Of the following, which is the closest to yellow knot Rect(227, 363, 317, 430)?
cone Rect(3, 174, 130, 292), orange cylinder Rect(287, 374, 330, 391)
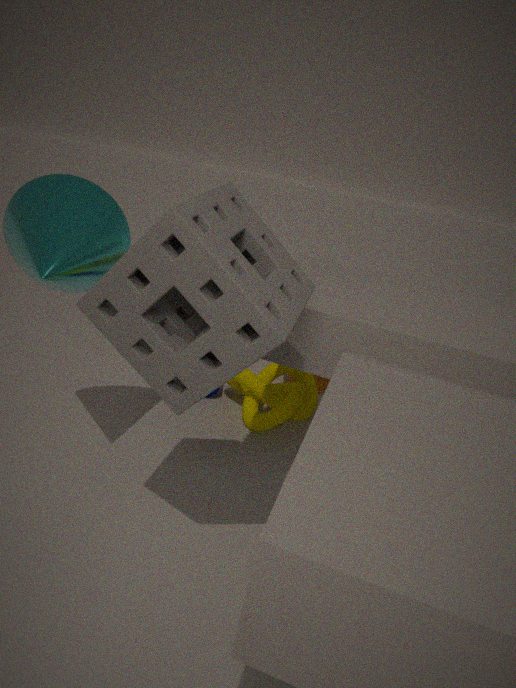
orange cylinder Rect(287, 374, 330, 391)
